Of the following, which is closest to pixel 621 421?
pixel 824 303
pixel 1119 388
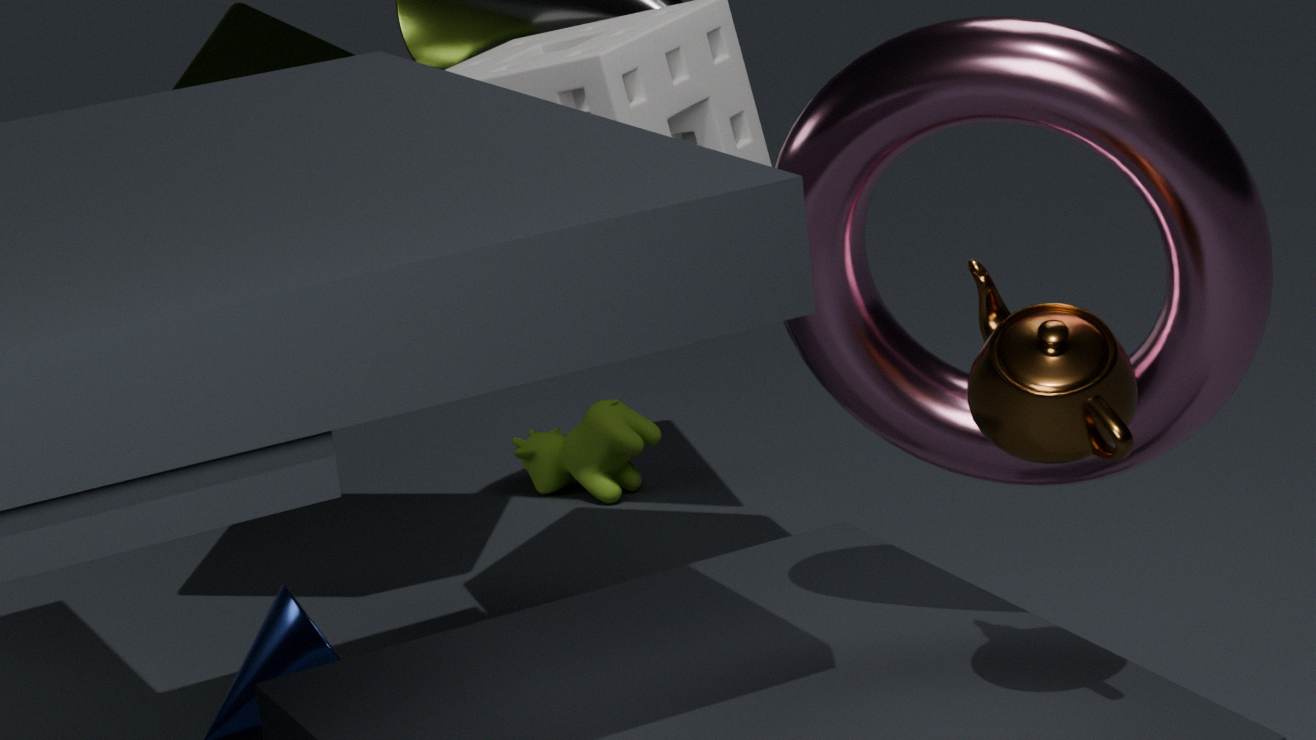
pixel 824 303
